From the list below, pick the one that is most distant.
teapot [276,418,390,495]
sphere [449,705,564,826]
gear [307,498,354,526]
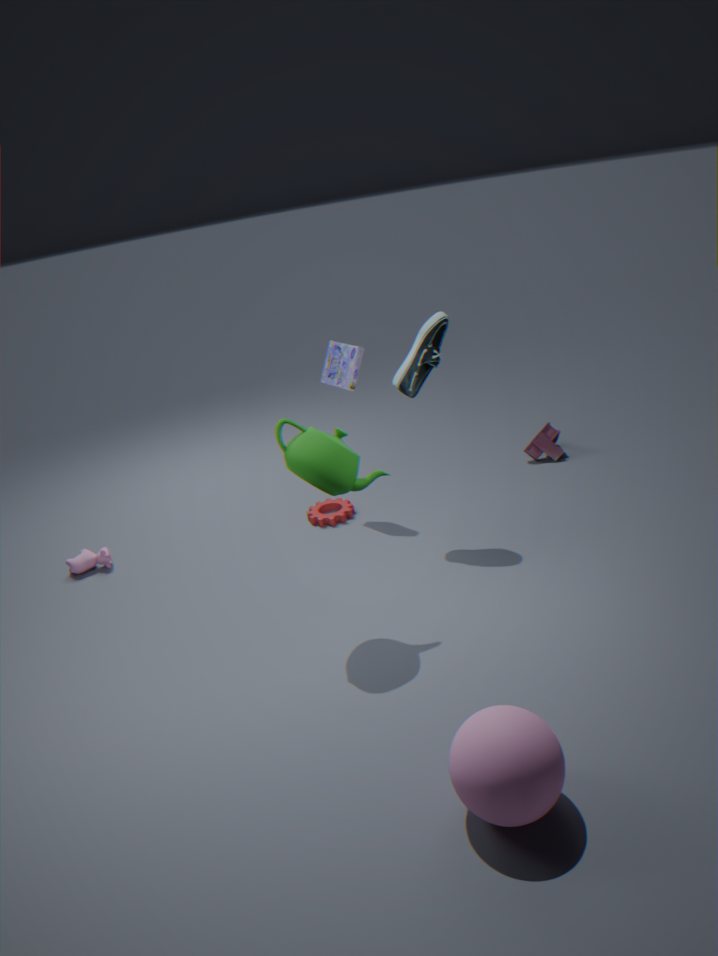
gear [307,498,354,526]
